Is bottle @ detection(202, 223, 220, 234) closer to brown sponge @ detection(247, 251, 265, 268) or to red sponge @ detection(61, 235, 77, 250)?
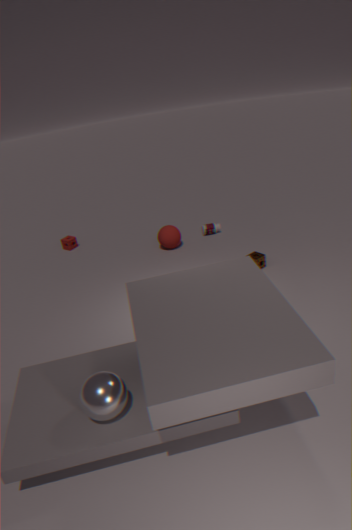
brown sponge @ detection(247, 251, 265, 268)
